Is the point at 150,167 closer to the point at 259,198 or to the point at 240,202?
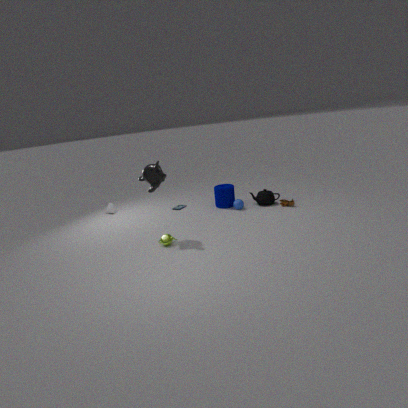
the point at 240,202
